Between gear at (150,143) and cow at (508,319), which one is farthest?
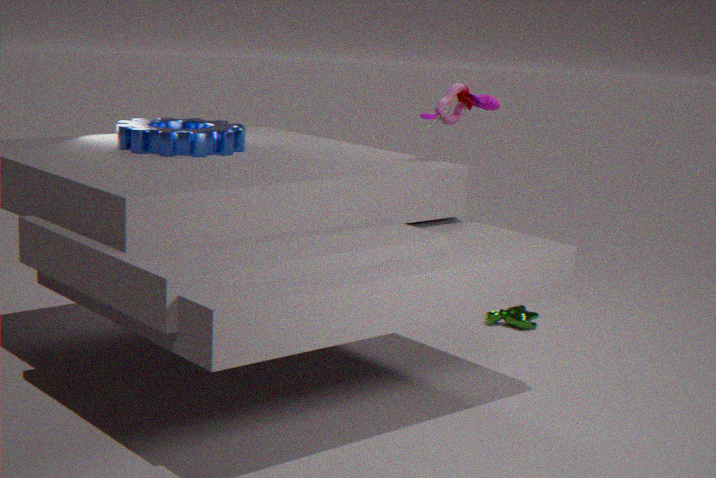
cow at (508,319)
